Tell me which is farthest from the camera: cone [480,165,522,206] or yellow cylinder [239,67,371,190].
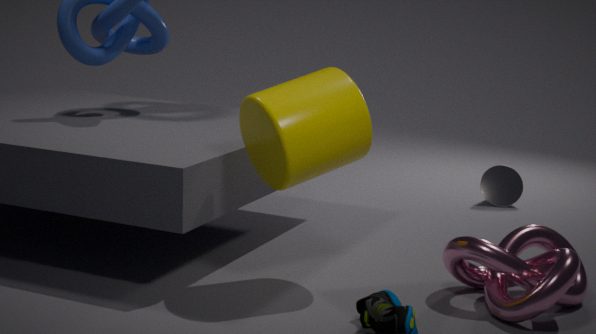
cone [480,165,522,206]
